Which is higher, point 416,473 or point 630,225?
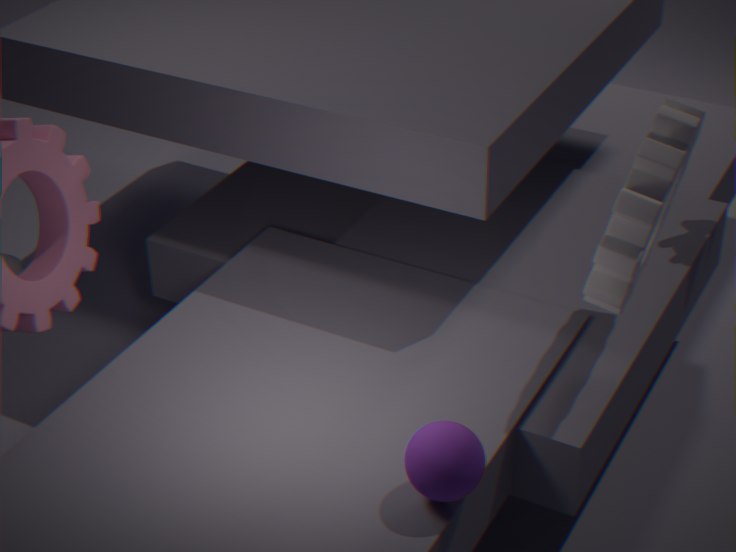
point 630,225
